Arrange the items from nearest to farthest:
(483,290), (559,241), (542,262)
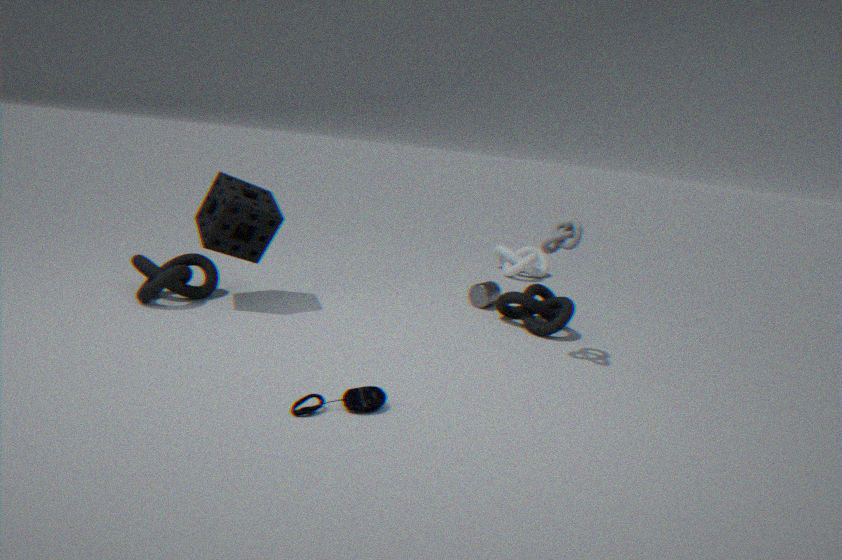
(559,241), (483,290), (542,262)
